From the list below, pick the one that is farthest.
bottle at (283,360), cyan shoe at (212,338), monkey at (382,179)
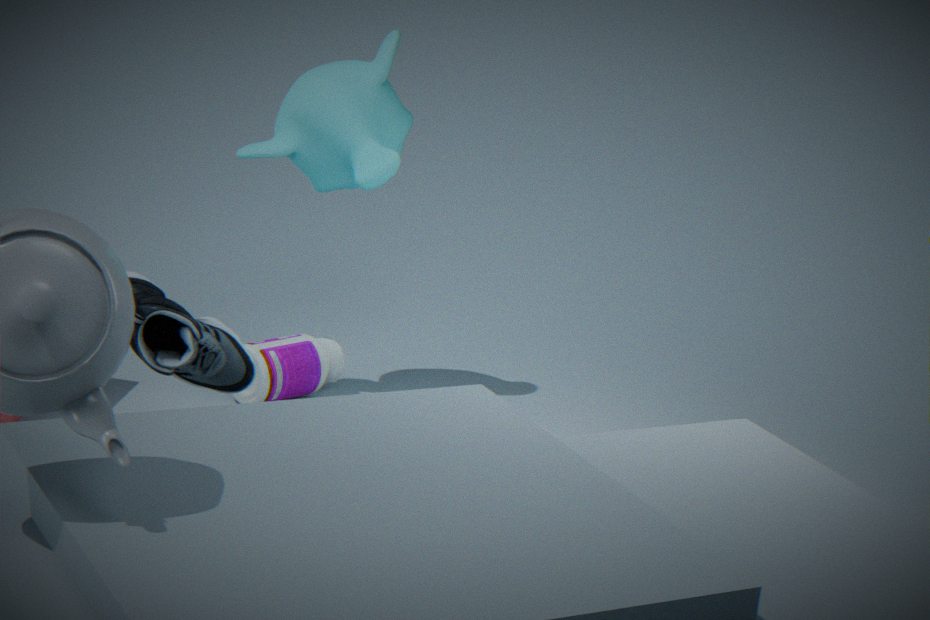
bottle at (283,360)
